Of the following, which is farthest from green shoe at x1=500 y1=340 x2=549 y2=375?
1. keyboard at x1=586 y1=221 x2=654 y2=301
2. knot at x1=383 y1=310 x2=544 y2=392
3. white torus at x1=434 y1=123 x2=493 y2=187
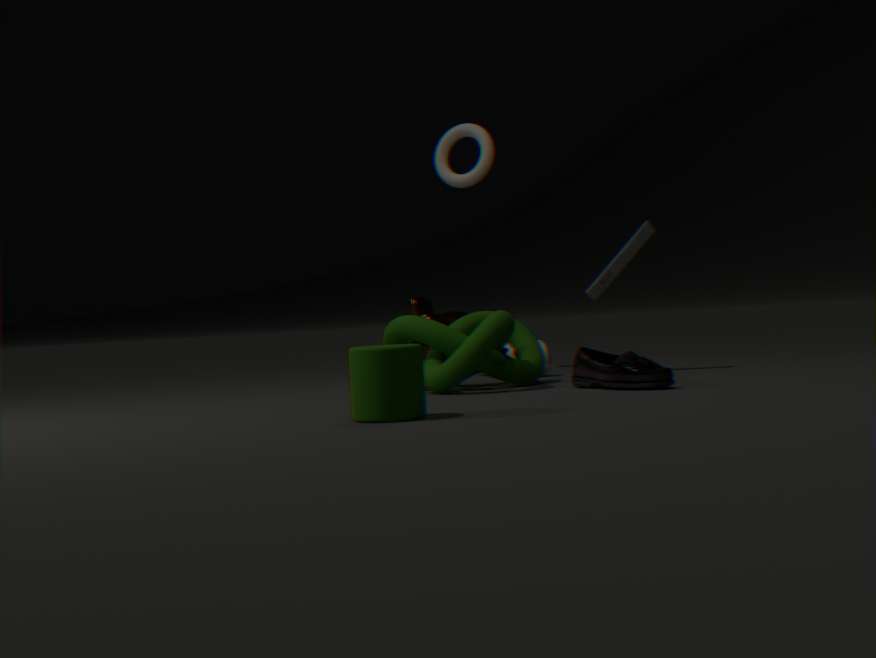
white torus at x1=434 y1=123 x2=493 y2=187
